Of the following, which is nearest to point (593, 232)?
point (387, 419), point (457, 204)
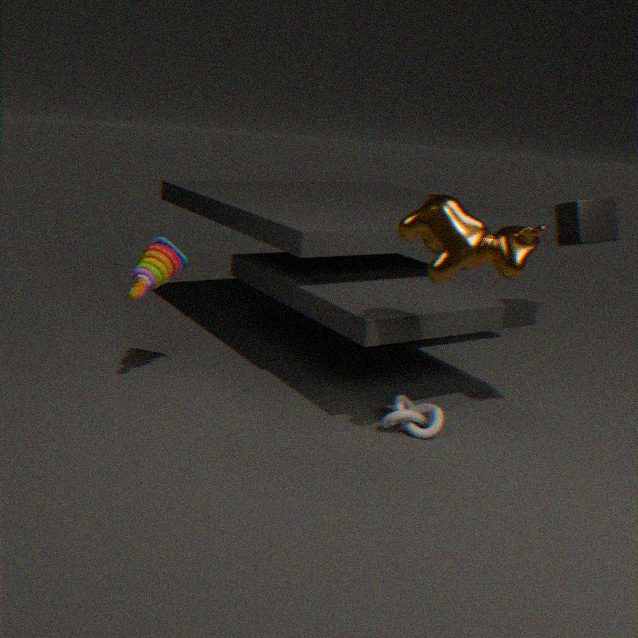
point (457, 204)
